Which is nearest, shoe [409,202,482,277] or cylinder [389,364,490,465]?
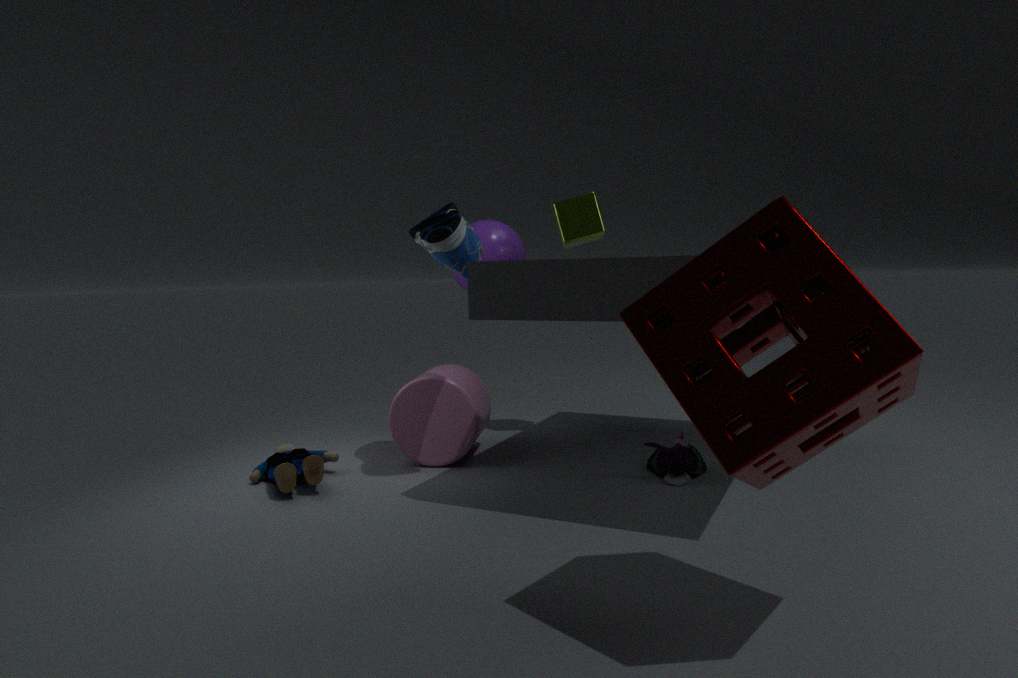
shoe [409,202,482,277]
